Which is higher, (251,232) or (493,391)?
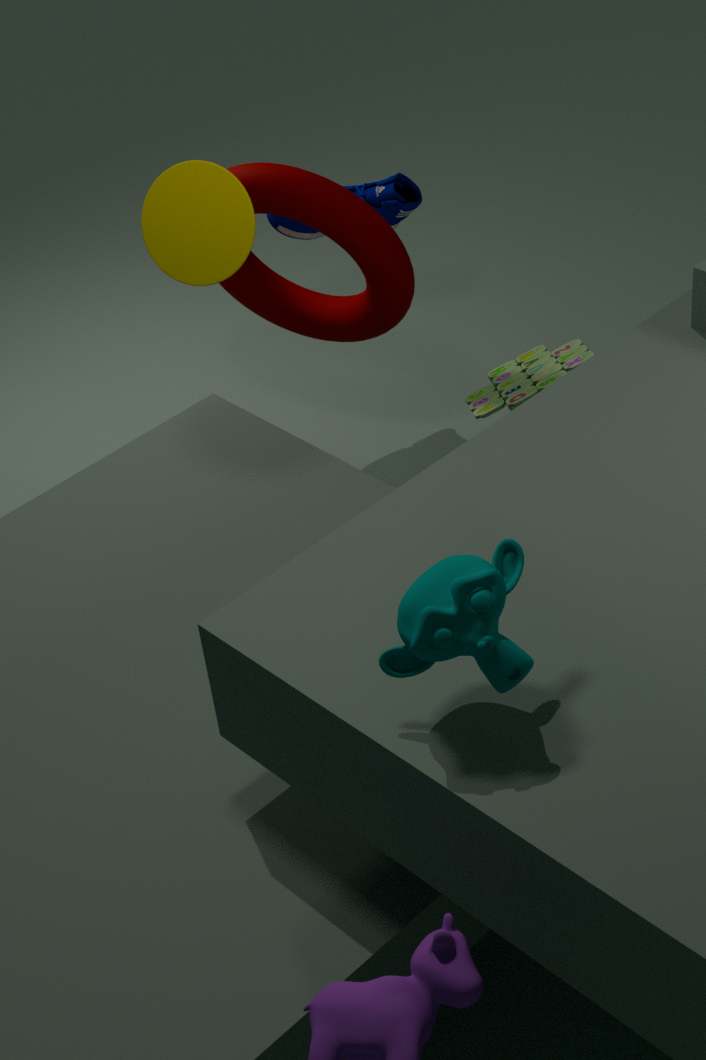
(251,232)
